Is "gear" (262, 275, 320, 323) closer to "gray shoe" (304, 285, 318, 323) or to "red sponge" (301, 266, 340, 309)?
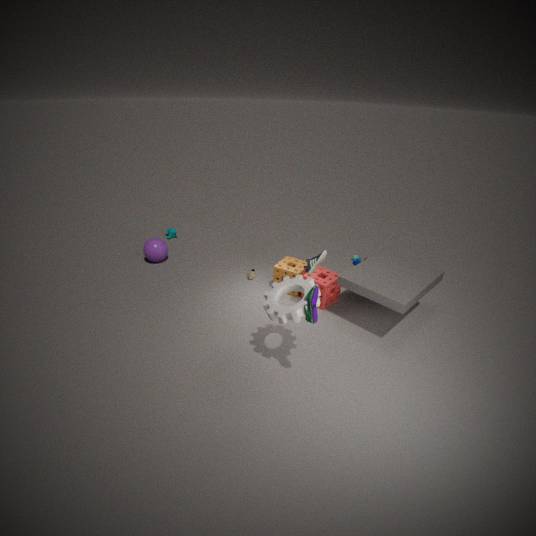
"gray shoe" (304, 285, 318, 323)
